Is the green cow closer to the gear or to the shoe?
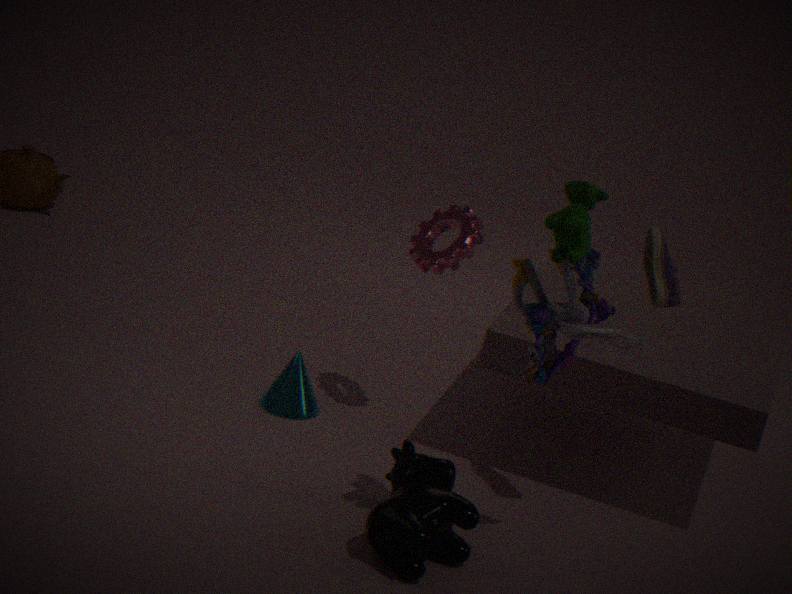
the shoe
